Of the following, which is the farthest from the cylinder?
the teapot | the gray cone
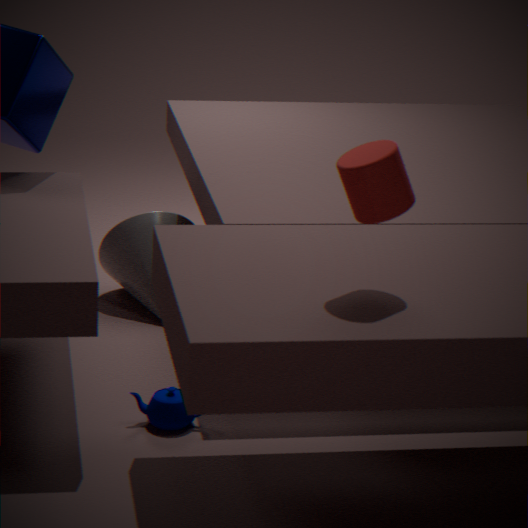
the gray cone
